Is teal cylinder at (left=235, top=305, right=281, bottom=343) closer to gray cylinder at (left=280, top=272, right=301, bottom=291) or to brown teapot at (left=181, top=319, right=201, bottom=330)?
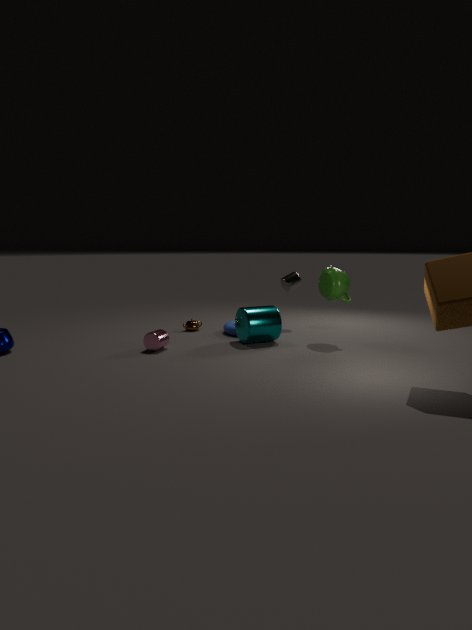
gray cylinder at (left=280, top=272, right=301, bottom=291)
